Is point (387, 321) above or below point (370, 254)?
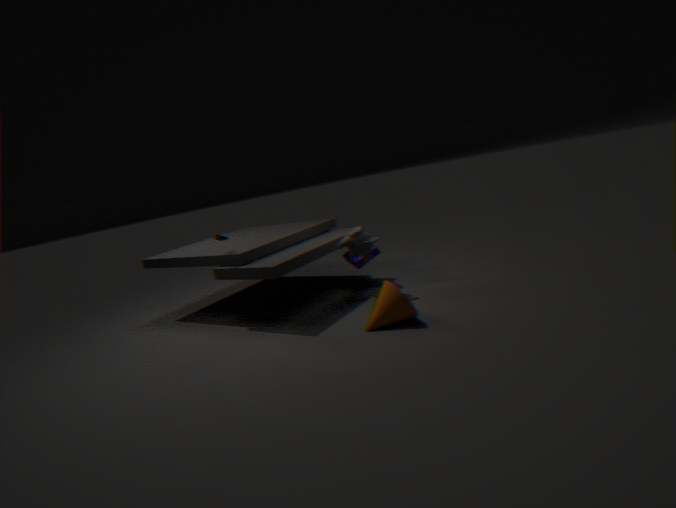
below
